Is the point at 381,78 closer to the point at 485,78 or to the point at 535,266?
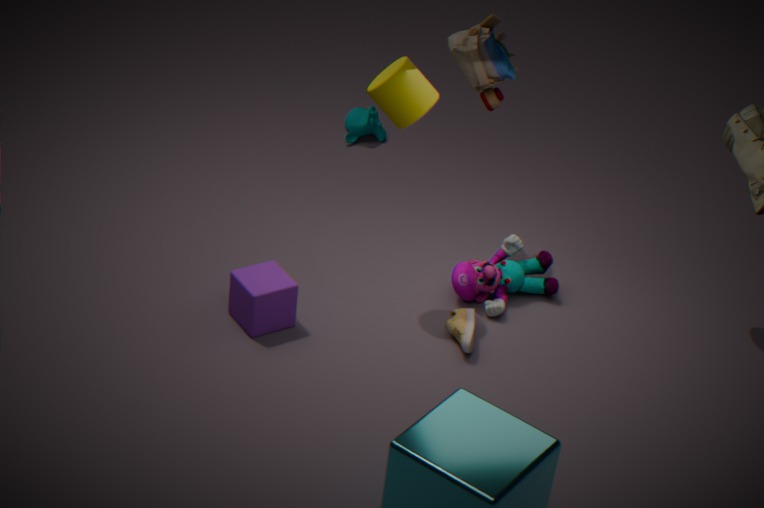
the point at 485,78
